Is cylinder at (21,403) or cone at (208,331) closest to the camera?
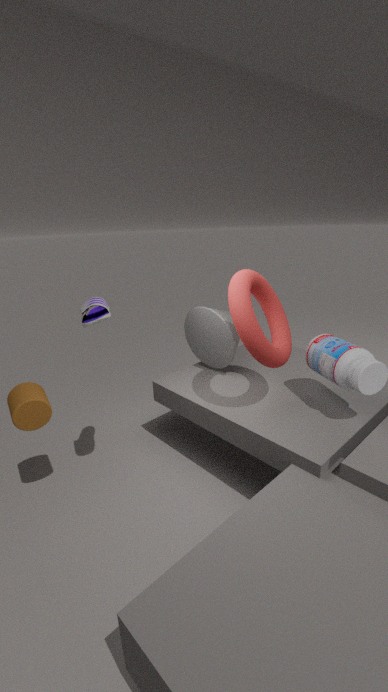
cylinder at (21,403)
